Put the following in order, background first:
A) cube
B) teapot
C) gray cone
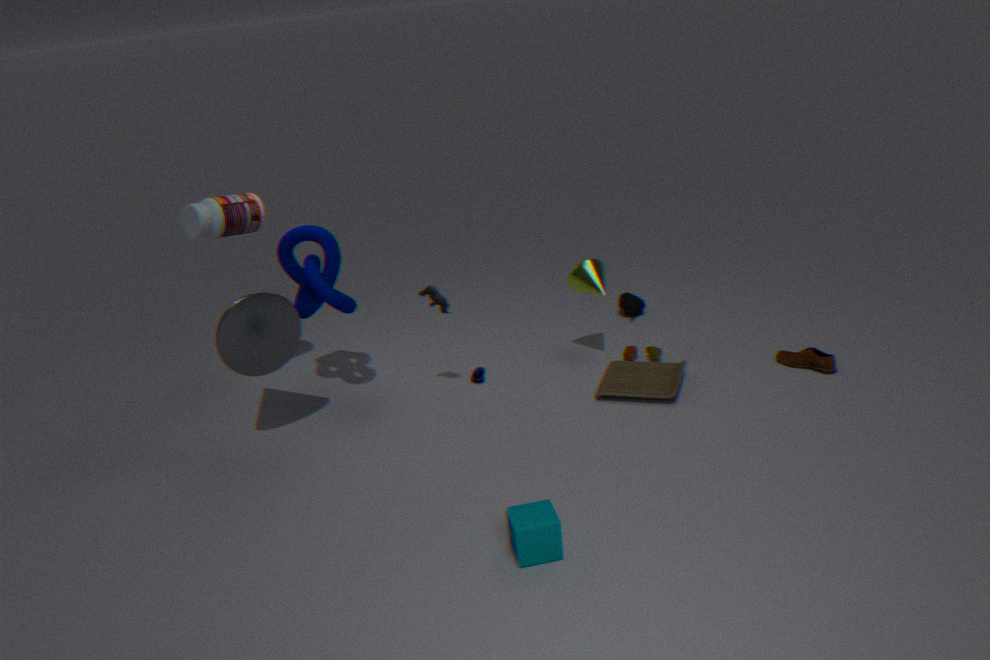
teapot, gray cone, cube
